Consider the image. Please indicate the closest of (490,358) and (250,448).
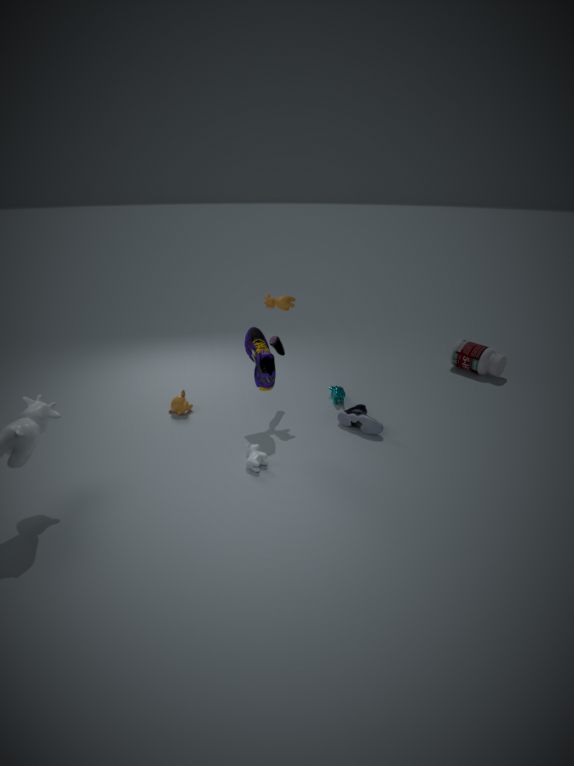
(250,448)
